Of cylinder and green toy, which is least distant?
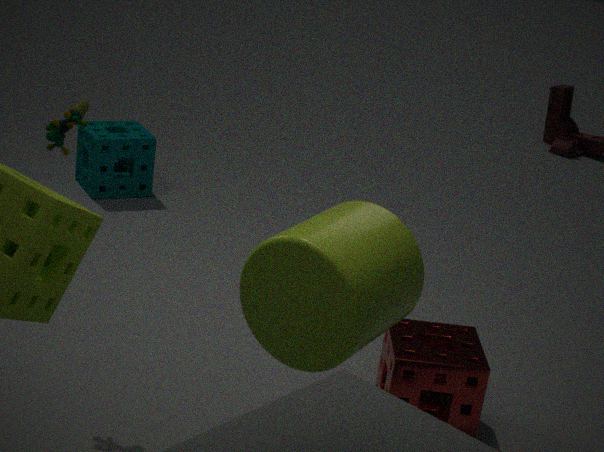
cylinder
